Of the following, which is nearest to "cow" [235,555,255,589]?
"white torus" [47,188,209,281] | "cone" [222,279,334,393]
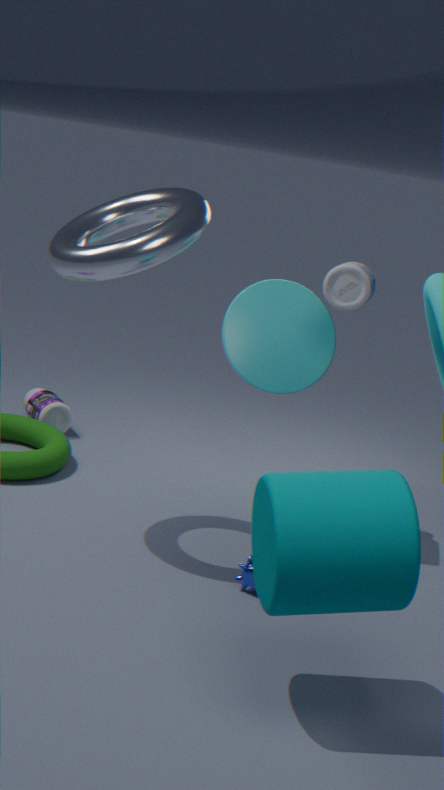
"cone" [222,279,334,393]
